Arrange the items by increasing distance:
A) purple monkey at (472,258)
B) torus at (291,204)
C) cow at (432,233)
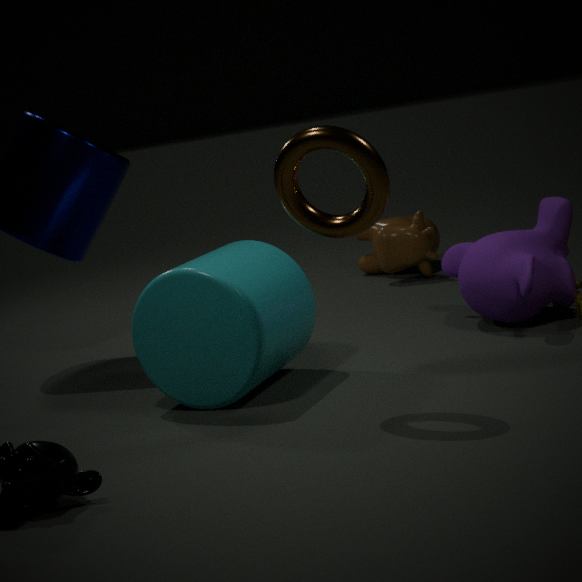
1. torus at (291,204)
2. purple monkey at (472,258)
3. cow at (432,233)
